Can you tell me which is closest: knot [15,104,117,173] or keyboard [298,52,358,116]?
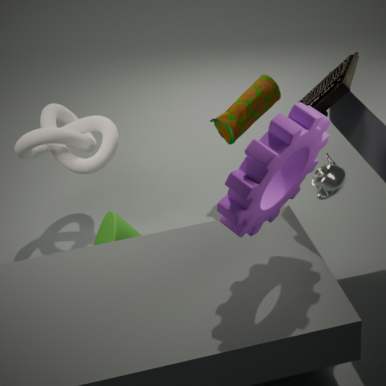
keyboard [298,52,358,116]
